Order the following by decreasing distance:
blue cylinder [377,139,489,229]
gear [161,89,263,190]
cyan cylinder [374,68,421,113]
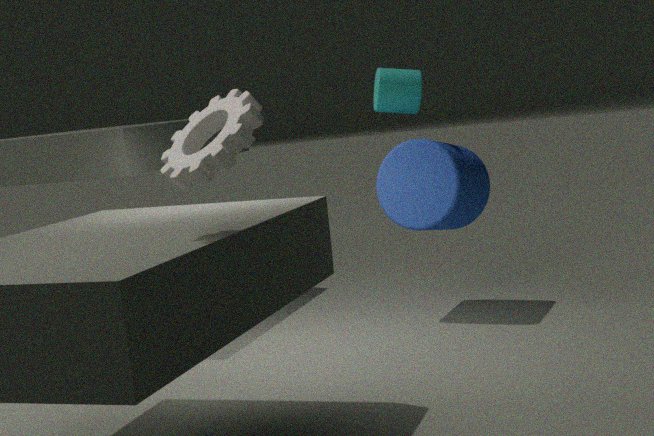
1. cyan cylinder [374,68,421,113]
2. blue cylinder [377,139,489,229]
3. gear [161,89,263,190]
